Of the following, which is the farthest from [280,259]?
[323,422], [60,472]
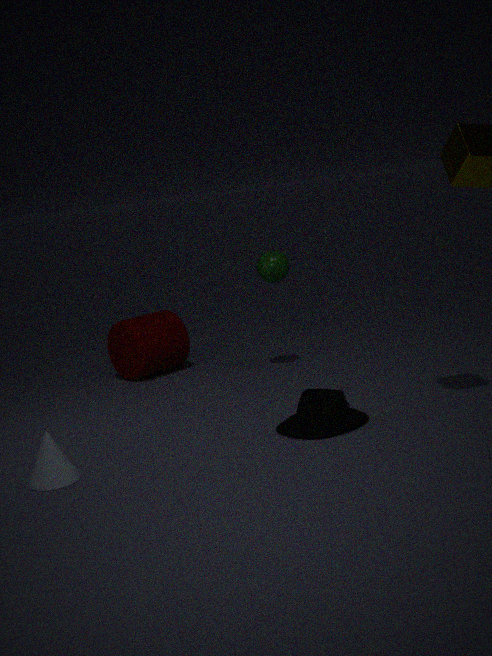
[60,472]
